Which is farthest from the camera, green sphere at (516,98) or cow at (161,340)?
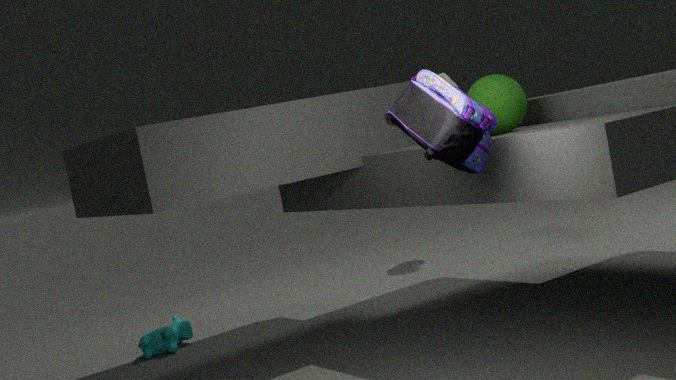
cow at (161,340)
